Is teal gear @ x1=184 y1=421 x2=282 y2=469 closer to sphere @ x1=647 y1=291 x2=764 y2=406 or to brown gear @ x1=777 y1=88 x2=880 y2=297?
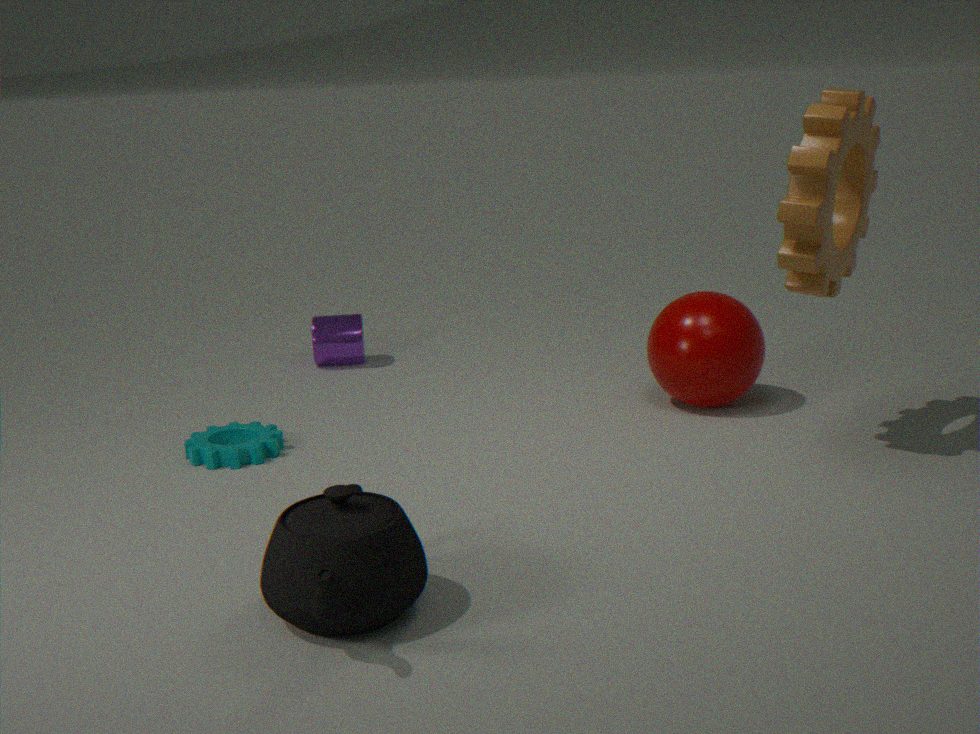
sphere @ x1=647 y1=291 x2=764 y2=406
